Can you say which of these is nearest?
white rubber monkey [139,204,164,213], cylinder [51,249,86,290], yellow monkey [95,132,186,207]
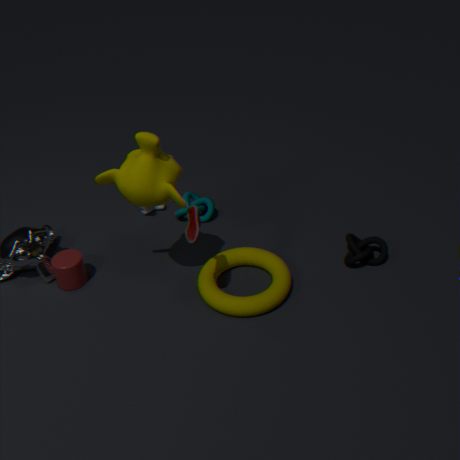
yellow monkey [95,132,186,207]
